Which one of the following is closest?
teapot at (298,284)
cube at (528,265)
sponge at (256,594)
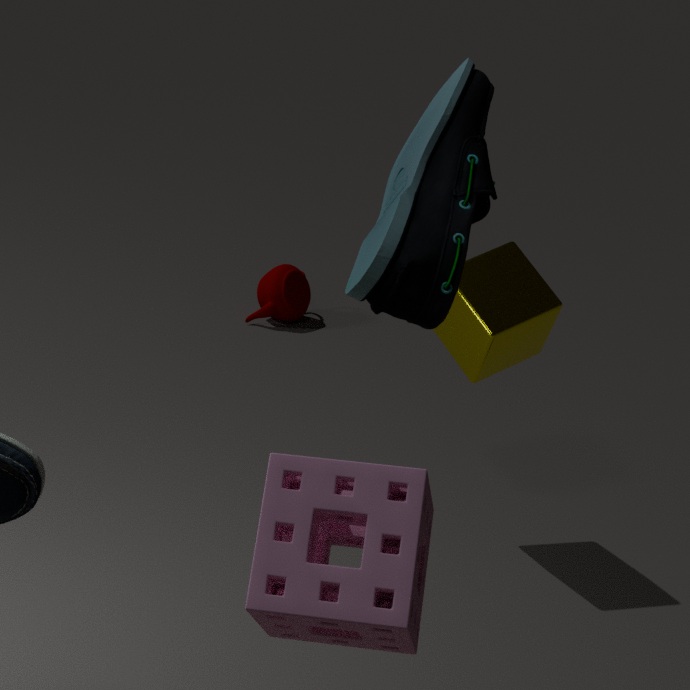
sponge at (256,594)
